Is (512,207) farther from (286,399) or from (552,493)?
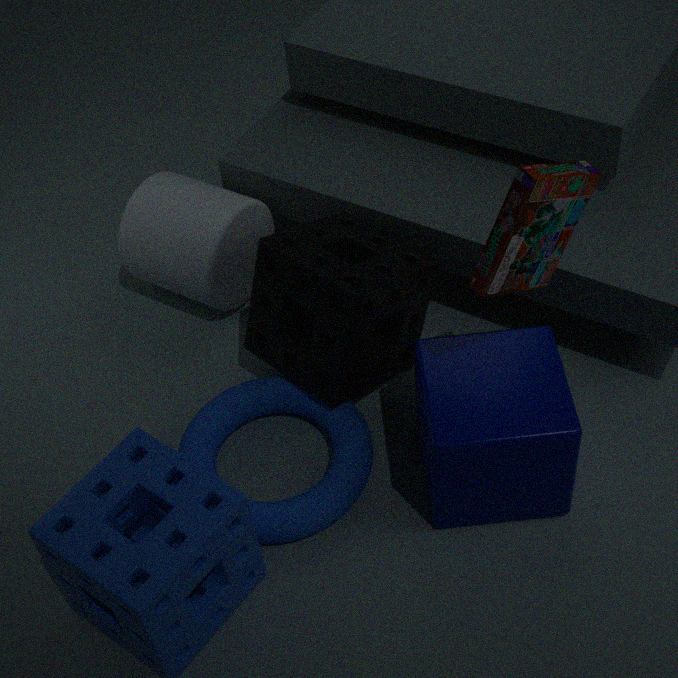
(286,399)
